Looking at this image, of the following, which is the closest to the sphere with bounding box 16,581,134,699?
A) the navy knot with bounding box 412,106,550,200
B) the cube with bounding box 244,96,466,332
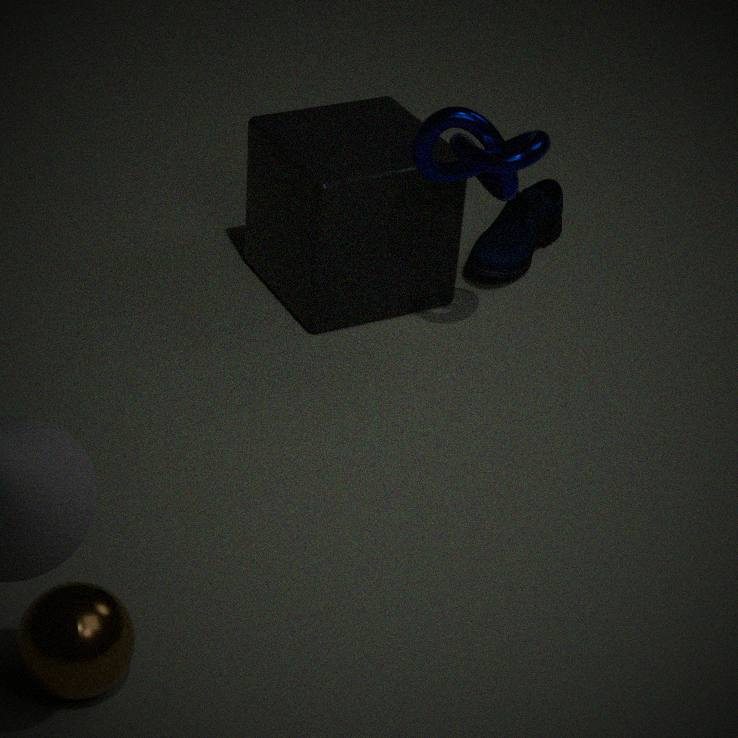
the cube with bounding box 244,96,466,332
